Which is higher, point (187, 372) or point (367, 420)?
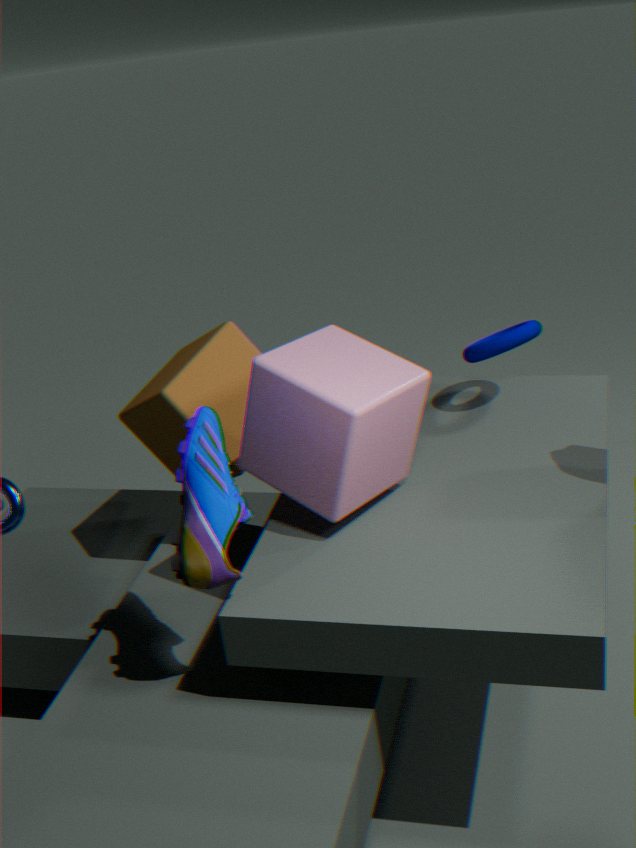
point (367, 420)
